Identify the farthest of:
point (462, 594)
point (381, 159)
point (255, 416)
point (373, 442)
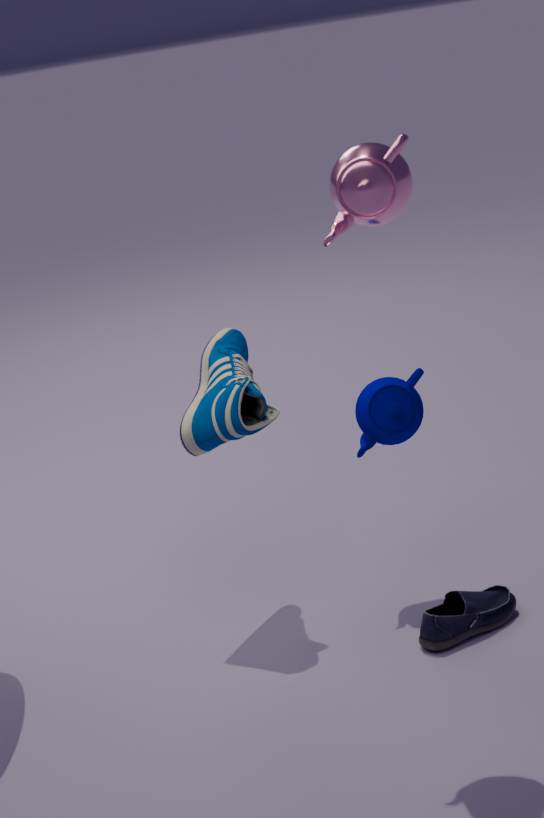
point (373, 442)
